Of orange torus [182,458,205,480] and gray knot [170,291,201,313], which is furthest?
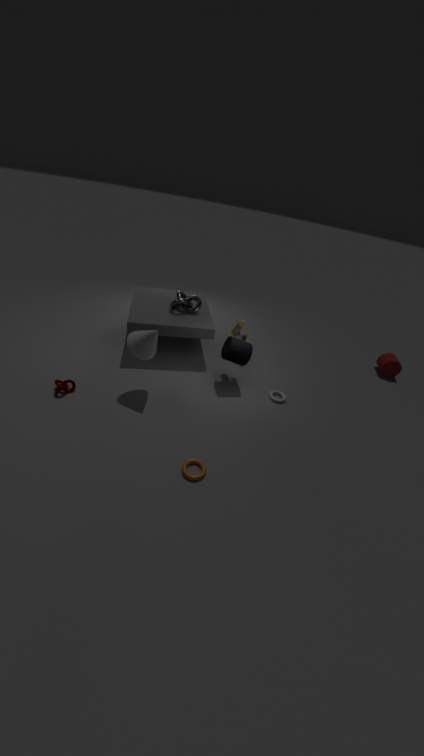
gray knot [170,291,201,313]
